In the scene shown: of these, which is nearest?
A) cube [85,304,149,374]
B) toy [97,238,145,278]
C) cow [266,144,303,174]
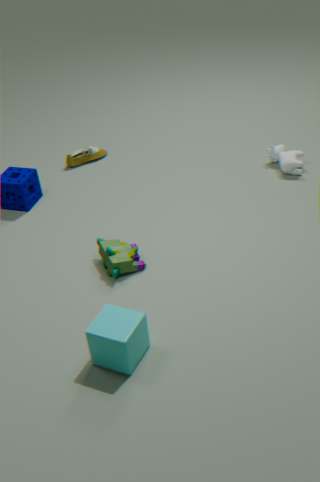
cube [85,304,149,374]
